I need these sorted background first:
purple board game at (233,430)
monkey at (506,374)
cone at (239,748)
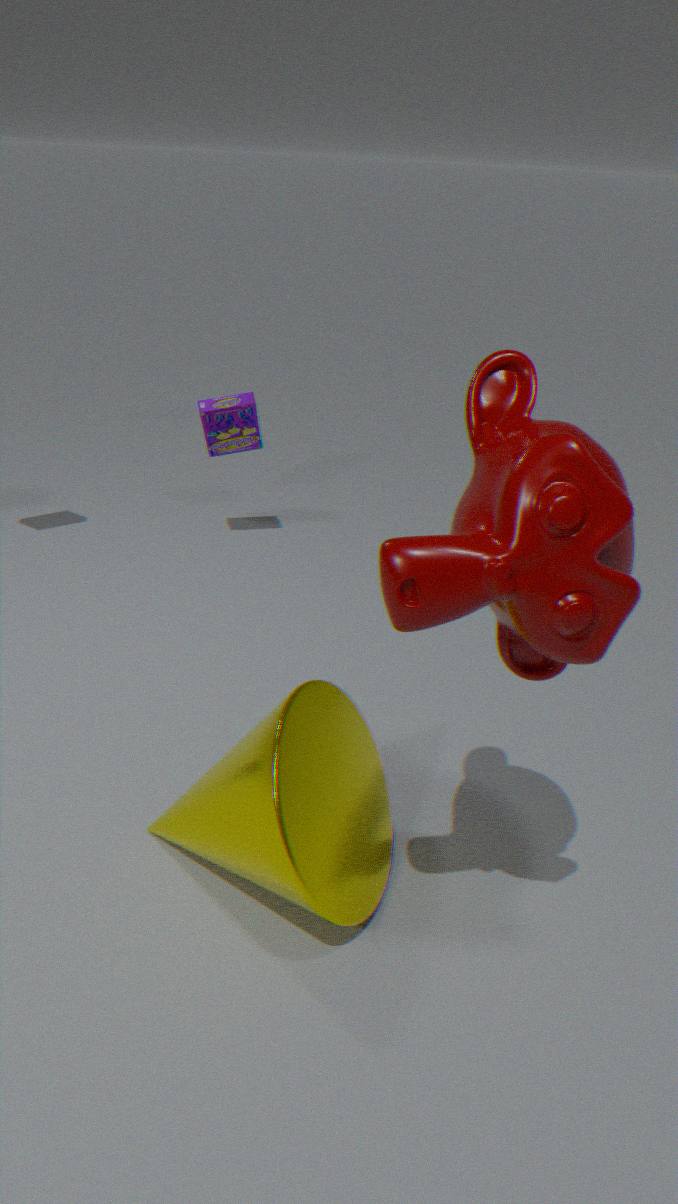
1. purple board game at (233,430)
2. cone at (239,748)
3. monkey at (506,374)
